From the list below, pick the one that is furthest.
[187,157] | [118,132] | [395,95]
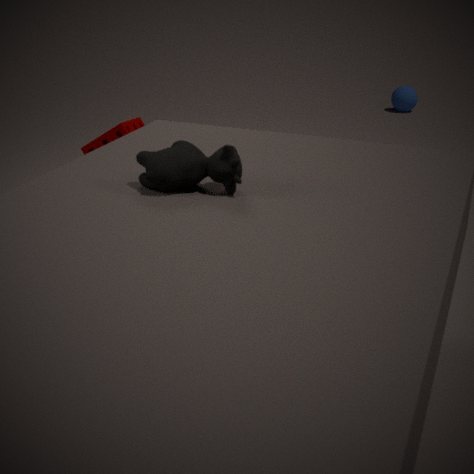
[395,95]
